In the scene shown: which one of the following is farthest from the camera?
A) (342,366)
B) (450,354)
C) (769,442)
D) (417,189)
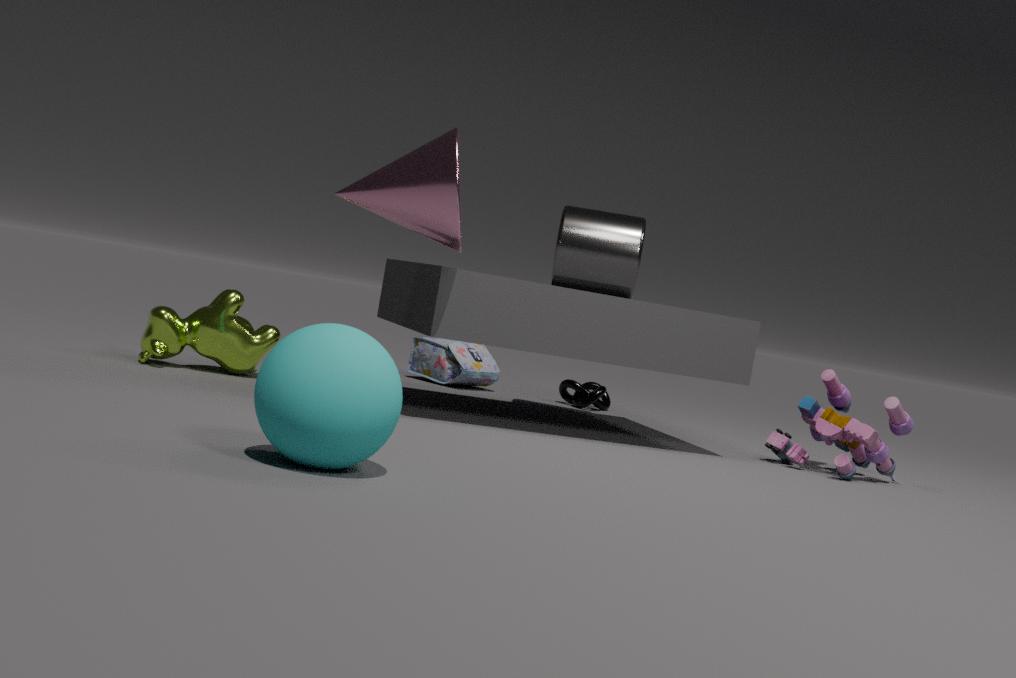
(450,354)
